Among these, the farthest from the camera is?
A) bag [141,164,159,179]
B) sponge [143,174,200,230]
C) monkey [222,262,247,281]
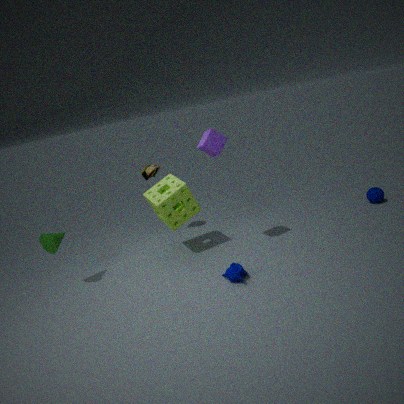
bag [141,164,159,179]
